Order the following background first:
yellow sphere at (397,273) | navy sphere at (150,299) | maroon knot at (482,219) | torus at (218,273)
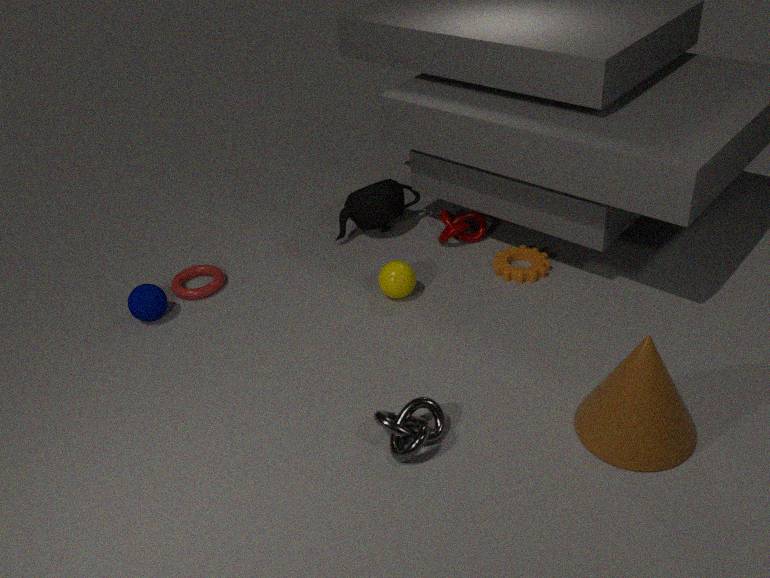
maroon knot at (482,219), torus at (218,273), navy sphere at (150,299), yellow sphere at (397,273)
